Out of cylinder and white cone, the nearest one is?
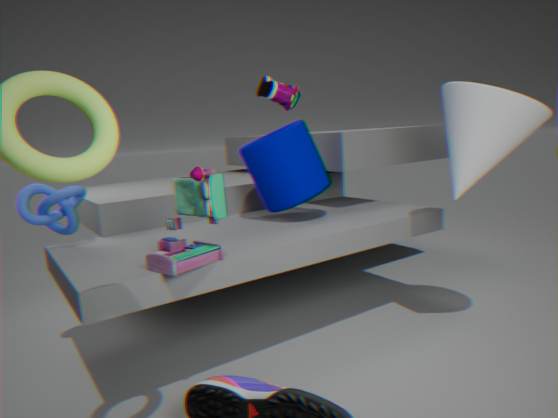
white cone
